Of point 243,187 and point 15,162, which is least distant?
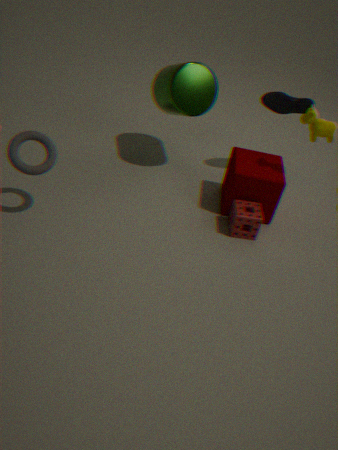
point 15,162
